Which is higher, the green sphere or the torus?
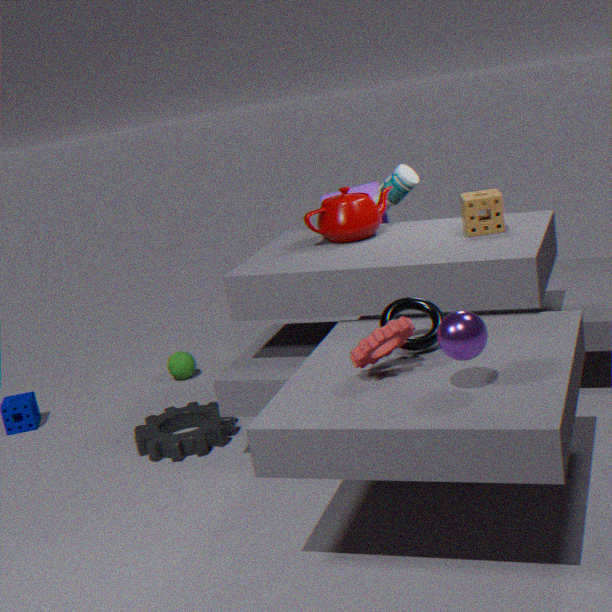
the torus
